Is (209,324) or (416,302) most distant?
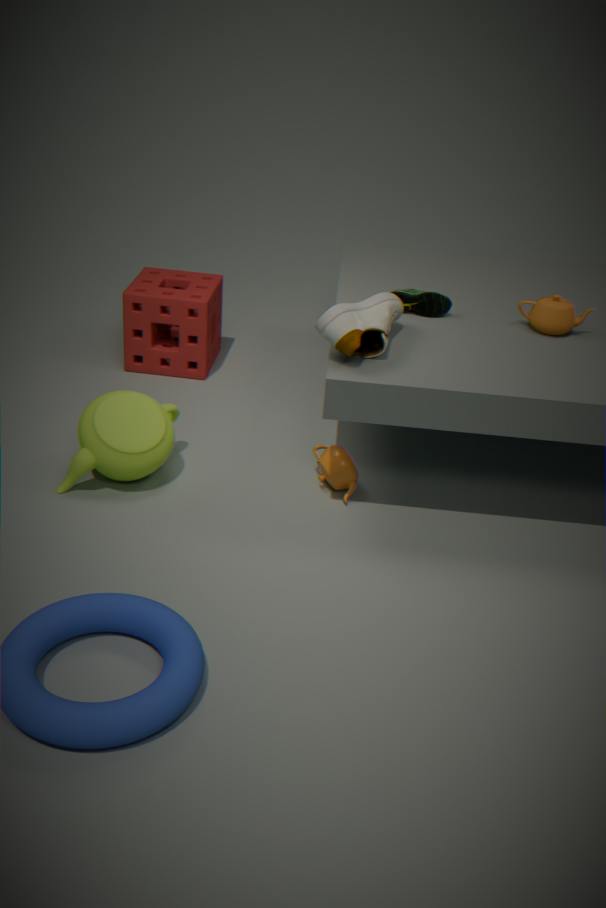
(209,324)
